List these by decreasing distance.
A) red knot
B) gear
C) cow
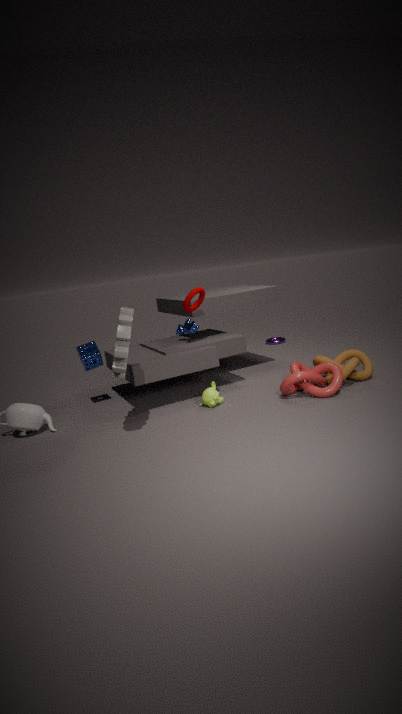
cow, red knot, gear
